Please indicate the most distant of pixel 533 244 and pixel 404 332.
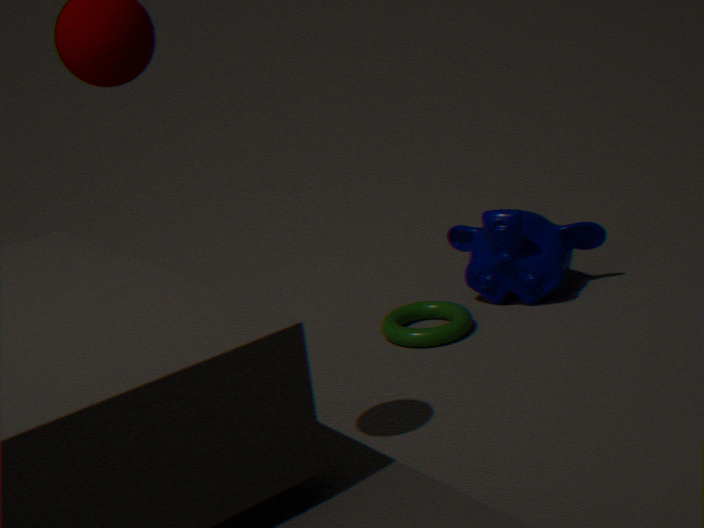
pixel 533 244
